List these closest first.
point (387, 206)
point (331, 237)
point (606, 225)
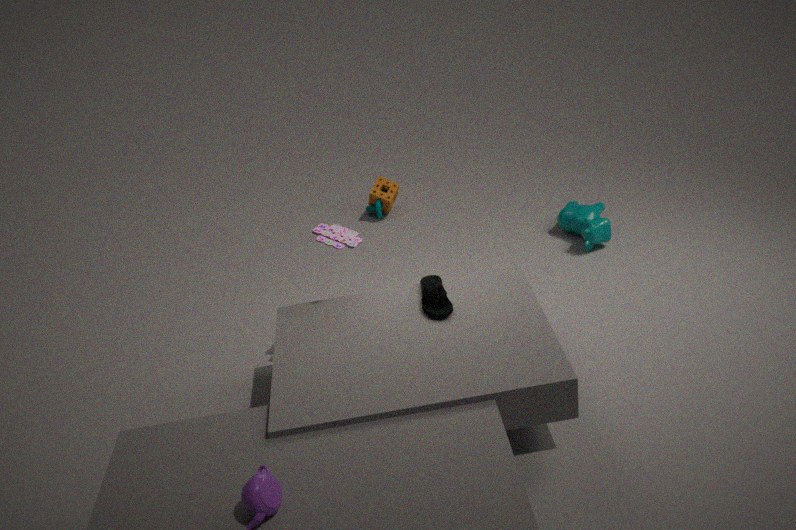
1. point (331, 237)
2. point (606, 225)
3. point (387, 206)
